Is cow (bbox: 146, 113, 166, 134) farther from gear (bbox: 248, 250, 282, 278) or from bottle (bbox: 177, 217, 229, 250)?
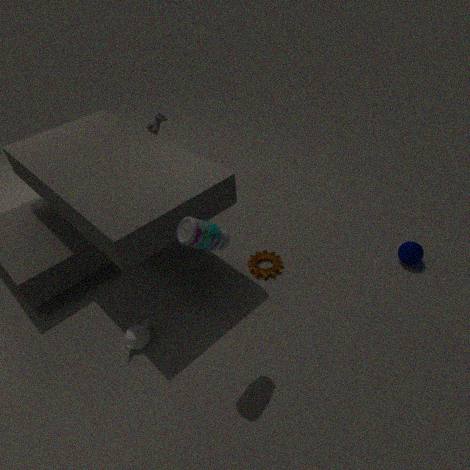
bottle (bbox: 177, 217, 229, 250)
